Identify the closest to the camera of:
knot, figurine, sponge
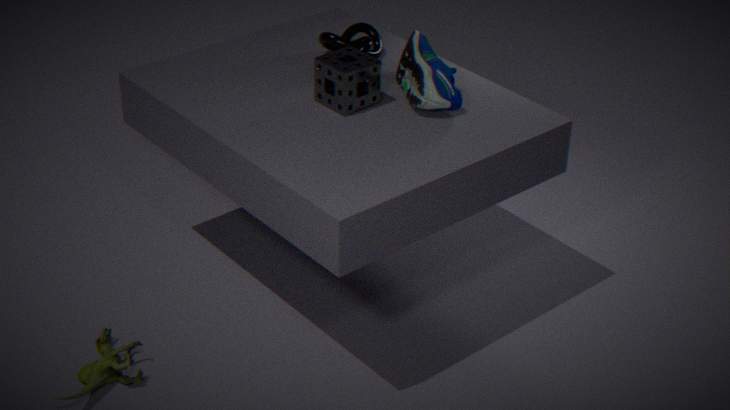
figurine
